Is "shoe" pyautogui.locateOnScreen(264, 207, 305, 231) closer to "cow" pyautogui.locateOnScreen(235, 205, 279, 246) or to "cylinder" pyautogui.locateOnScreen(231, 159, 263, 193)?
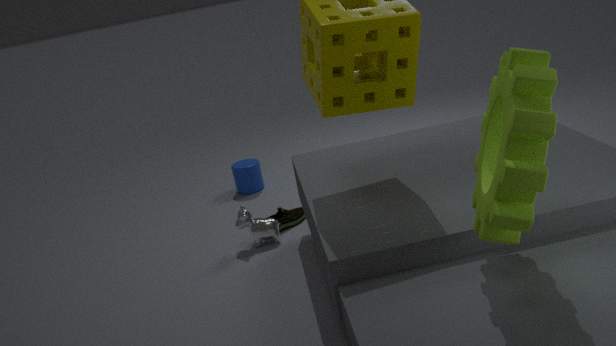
"cow" pyautogui.locateOnScreen(235, 205, 279, 246)
